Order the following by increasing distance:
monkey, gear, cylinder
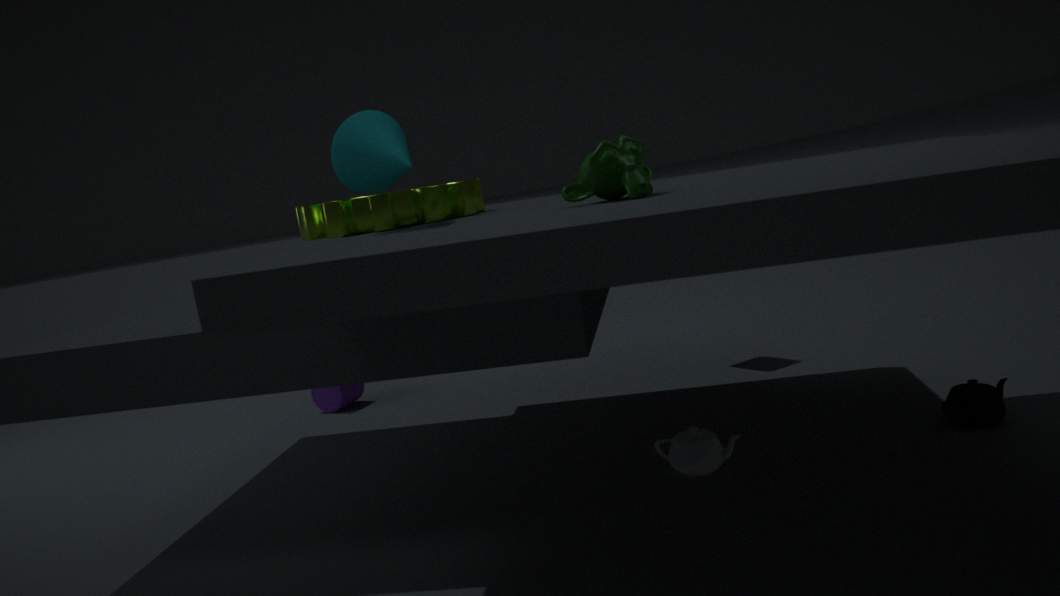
monkey → gear → cylinder
